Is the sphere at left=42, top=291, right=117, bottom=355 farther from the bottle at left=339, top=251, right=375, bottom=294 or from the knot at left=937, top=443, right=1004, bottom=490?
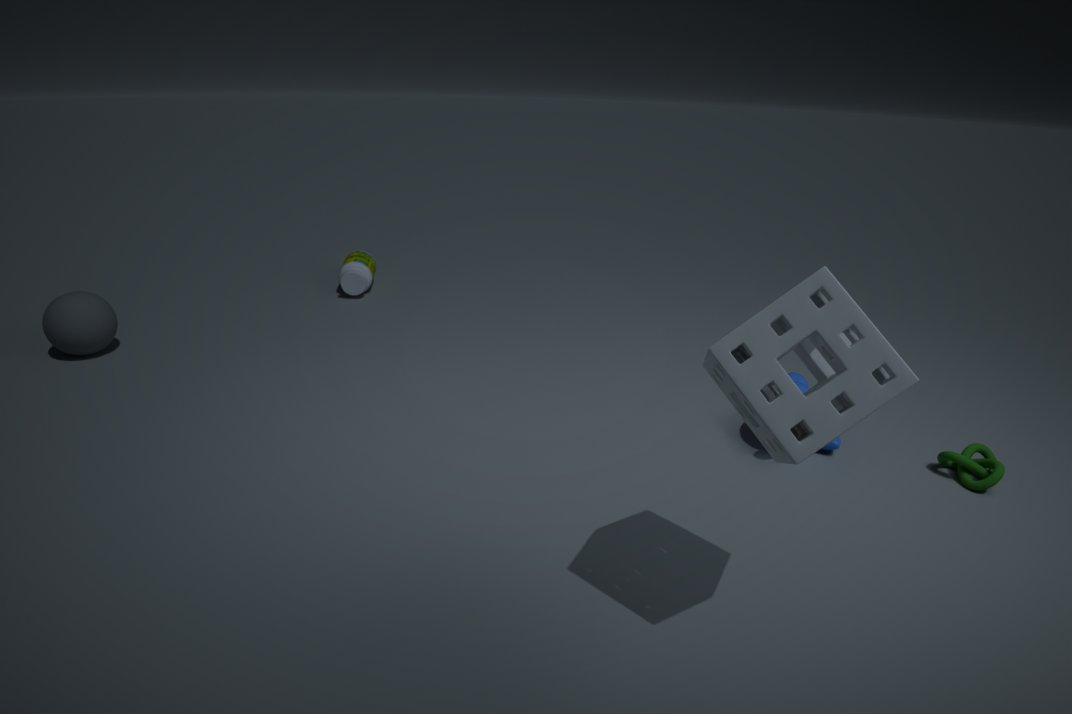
the knot at left=937, top=443, right=1004, bottom=490
